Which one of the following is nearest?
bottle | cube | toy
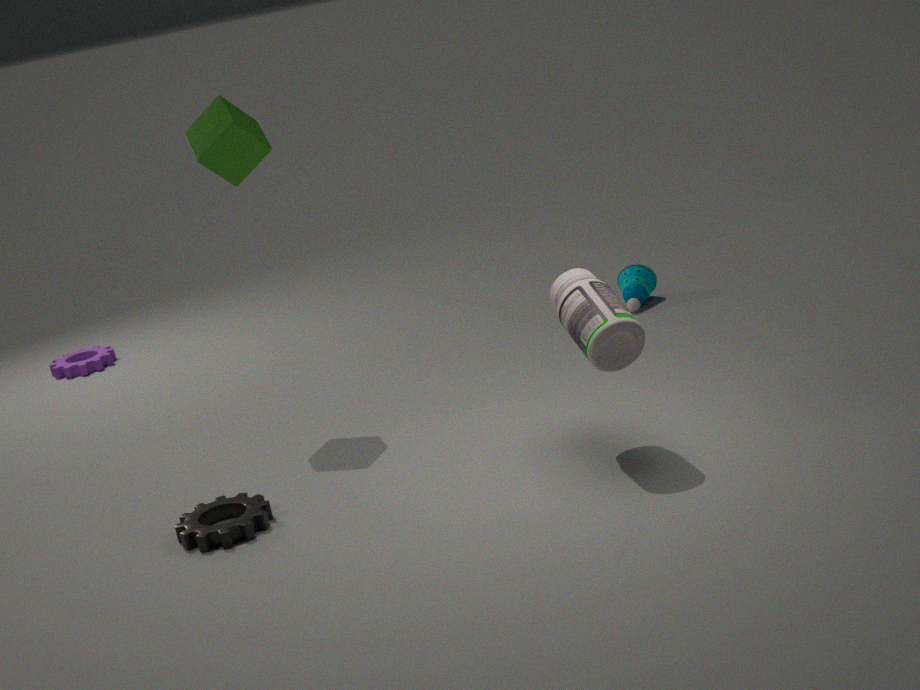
bottle
